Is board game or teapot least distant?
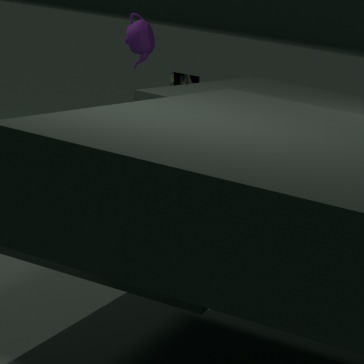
teapot
